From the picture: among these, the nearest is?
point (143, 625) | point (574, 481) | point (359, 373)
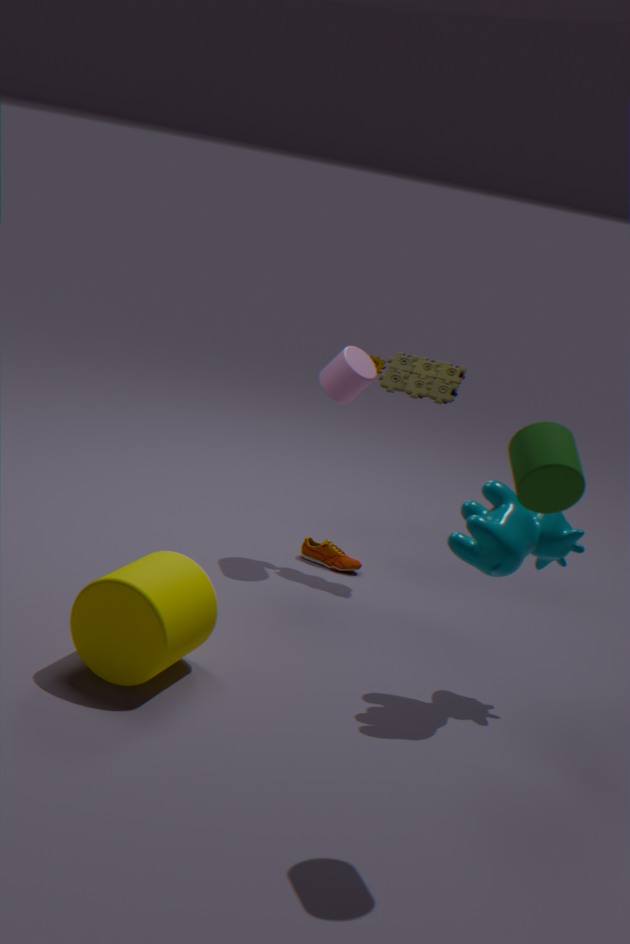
point (574, 481)
